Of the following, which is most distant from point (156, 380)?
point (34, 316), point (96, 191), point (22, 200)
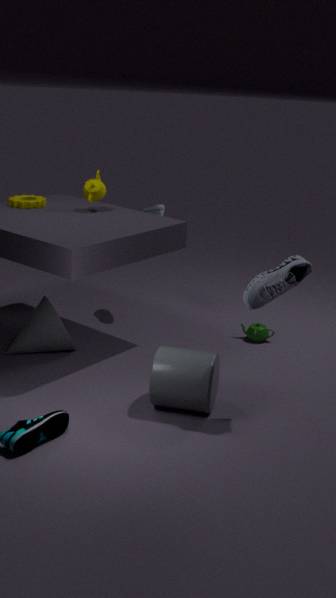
point (22, 200)
